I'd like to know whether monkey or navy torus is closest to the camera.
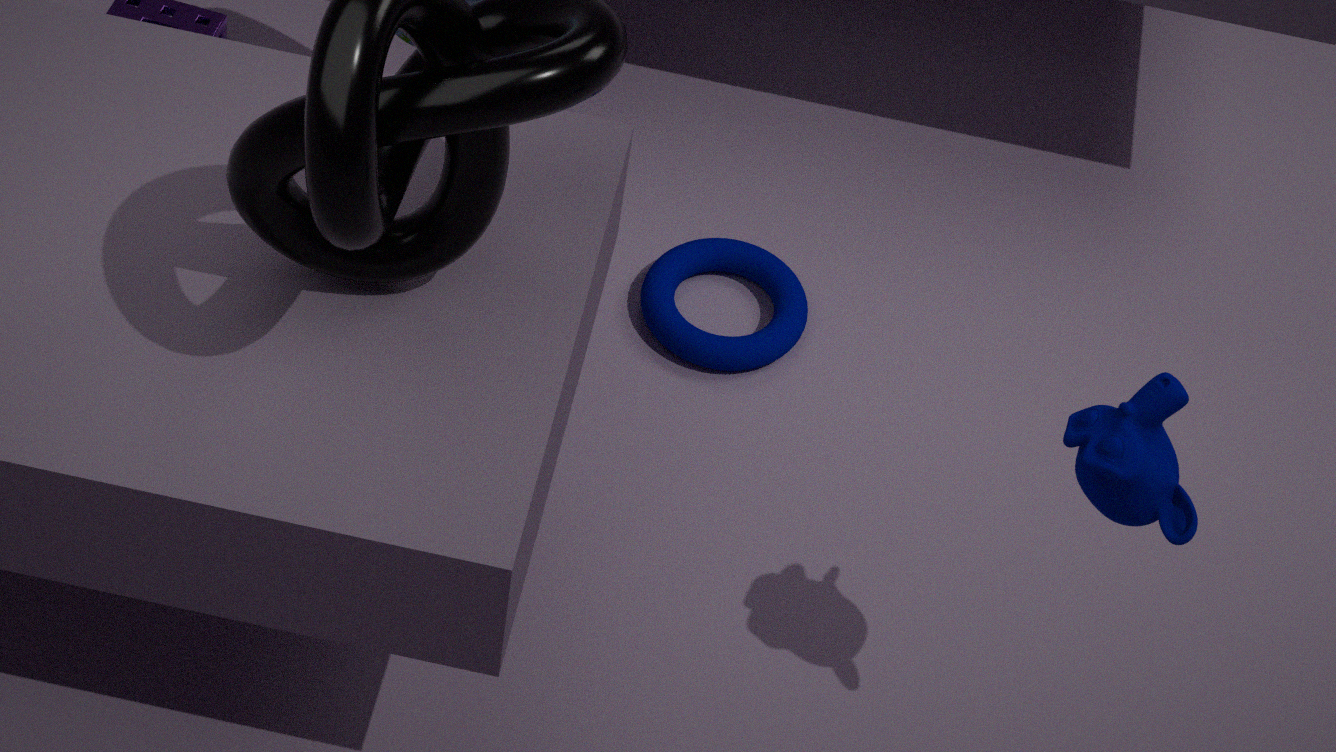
monkey
